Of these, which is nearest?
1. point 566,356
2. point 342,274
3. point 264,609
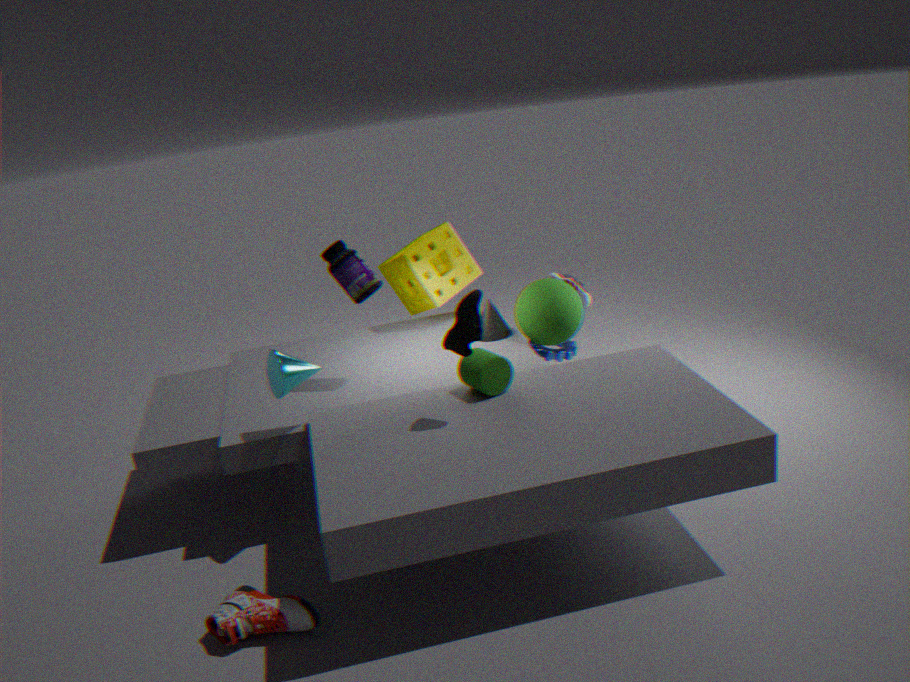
point 264,609
